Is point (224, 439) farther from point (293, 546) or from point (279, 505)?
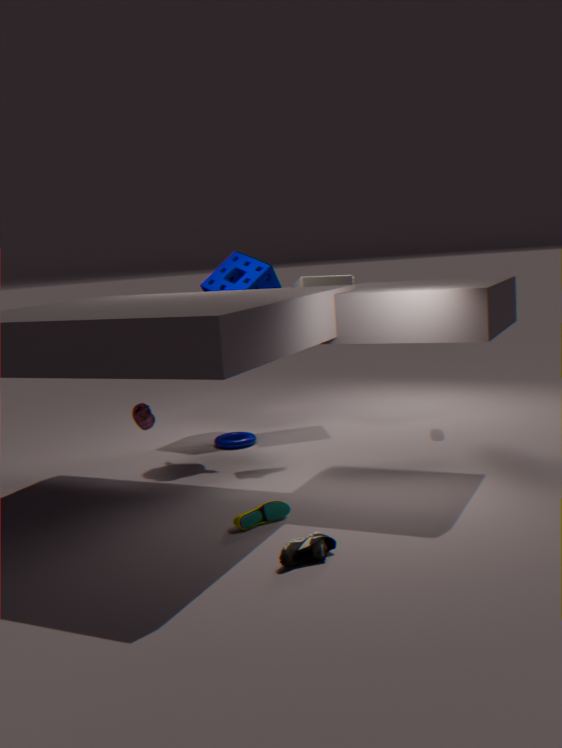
point (293, 546)
